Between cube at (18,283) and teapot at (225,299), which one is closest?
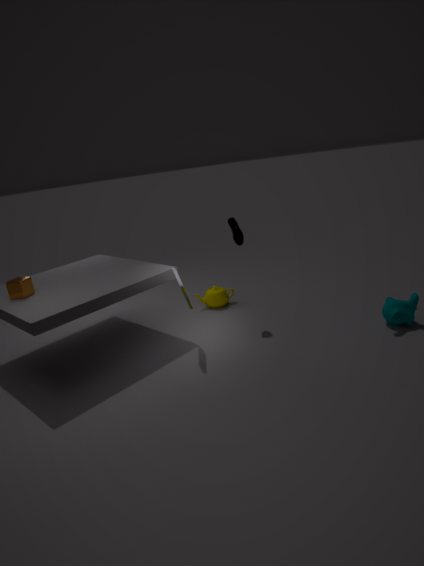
cube at (18,283)
